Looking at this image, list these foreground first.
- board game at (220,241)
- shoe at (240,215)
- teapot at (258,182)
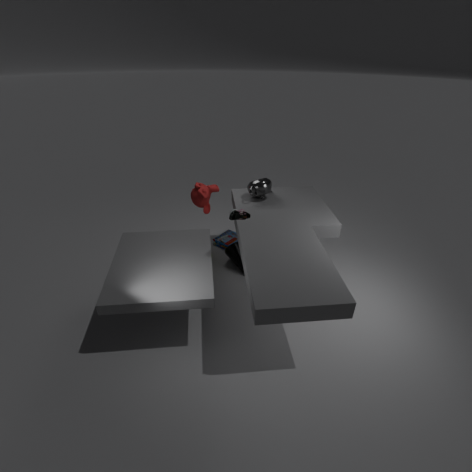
shoe at (240,215) → teapot at (258,182) → board game at (220,241)
